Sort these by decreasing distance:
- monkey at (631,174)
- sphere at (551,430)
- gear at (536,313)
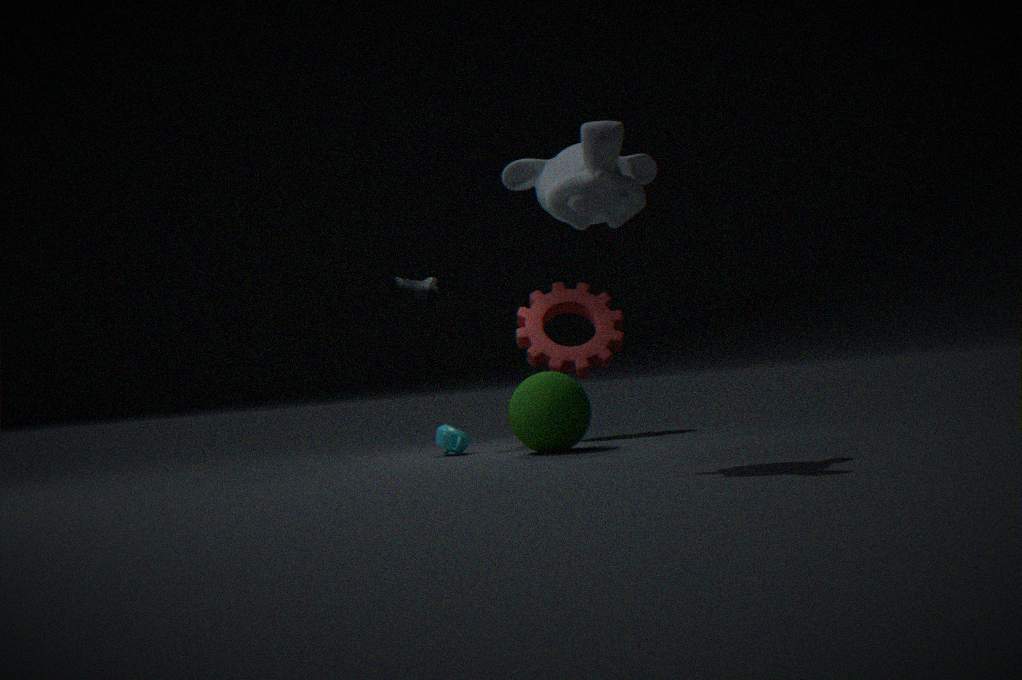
1. gear at (536,313)
2. sphere at (551,430)
3. monkey at (631,174)
